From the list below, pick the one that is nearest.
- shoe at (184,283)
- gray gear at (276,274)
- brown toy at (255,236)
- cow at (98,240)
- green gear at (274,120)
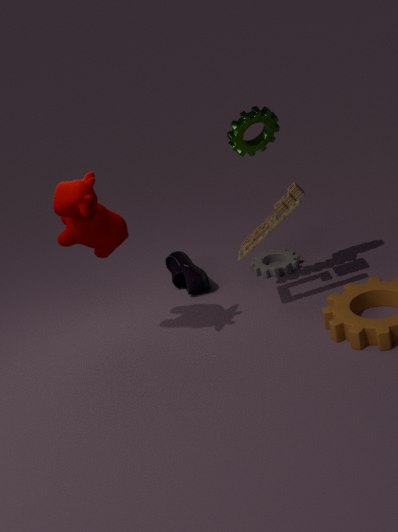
cow at (98,240)
